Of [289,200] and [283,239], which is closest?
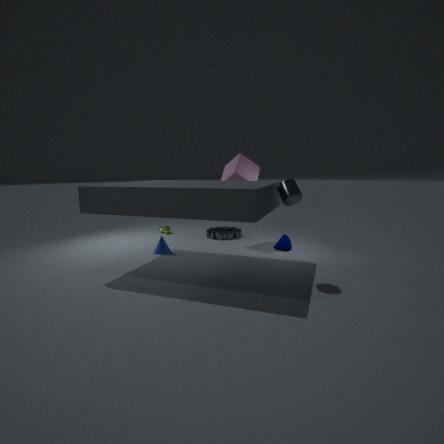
[289,200]
